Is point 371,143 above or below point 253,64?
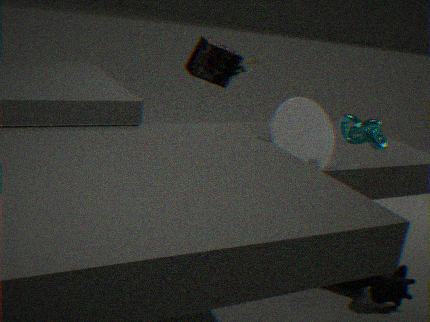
below
